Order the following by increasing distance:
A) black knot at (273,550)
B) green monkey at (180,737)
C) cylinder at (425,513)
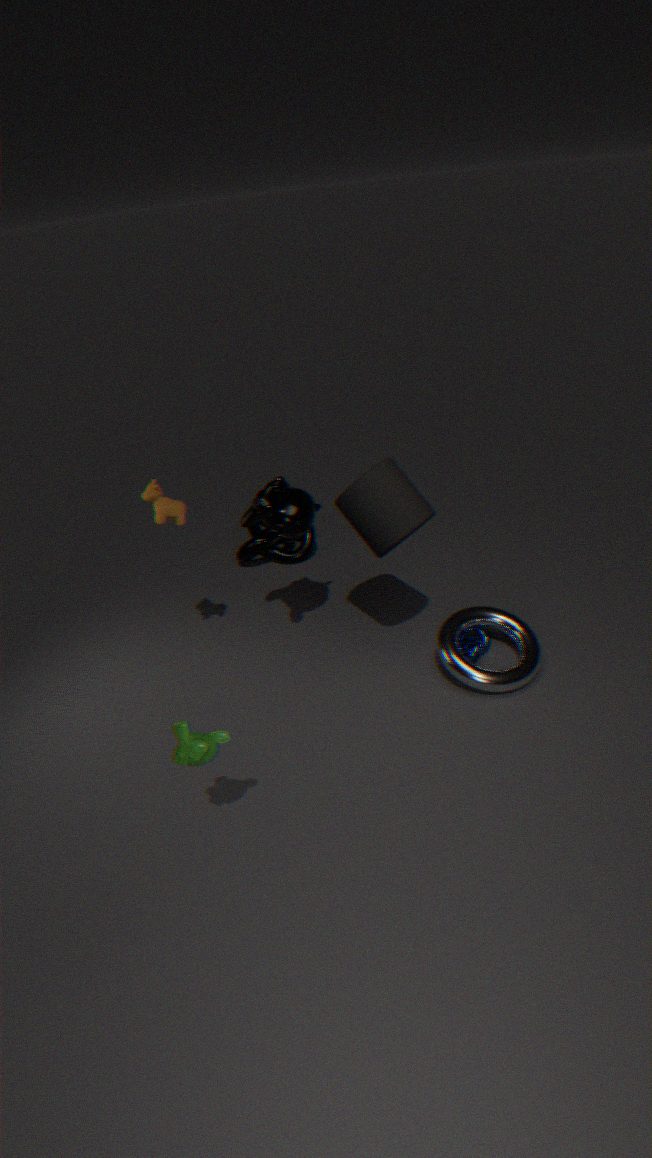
green monkey at (180,737)
cylinder at (425,513)
black knot at (273,550)
